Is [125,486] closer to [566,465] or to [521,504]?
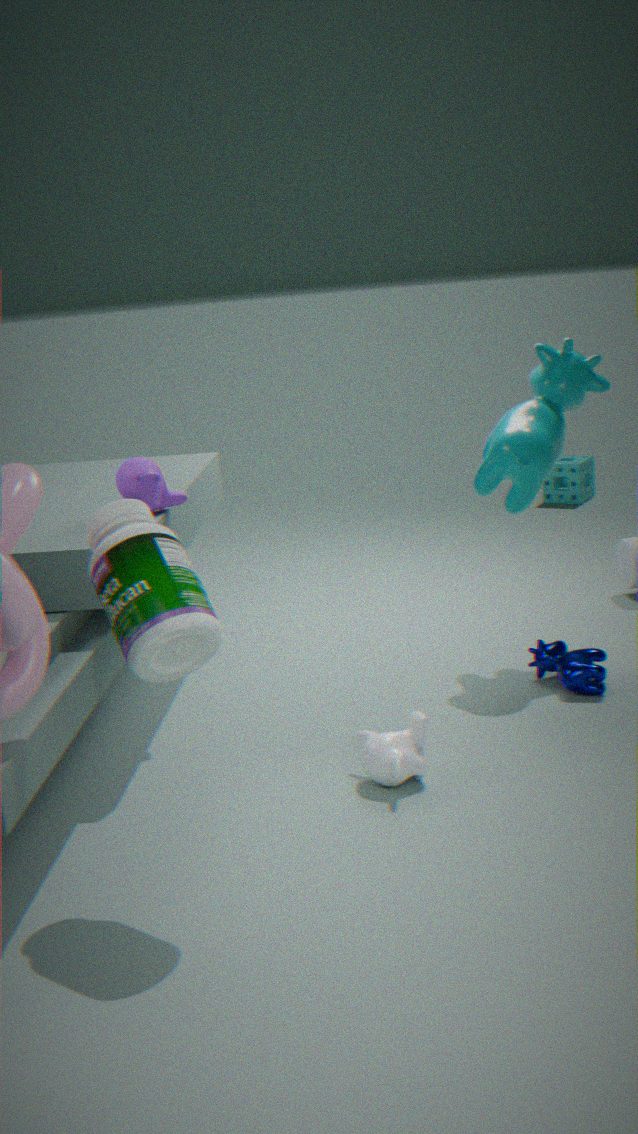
[521,504]
